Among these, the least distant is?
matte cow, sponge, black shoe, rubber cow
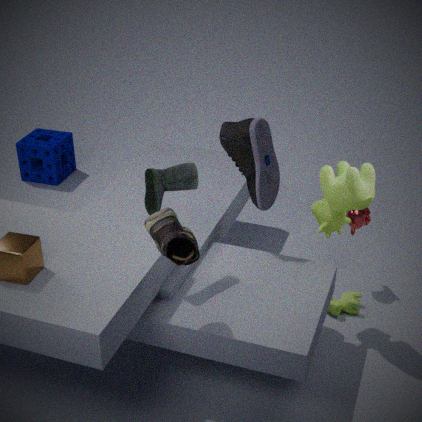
black shoe
